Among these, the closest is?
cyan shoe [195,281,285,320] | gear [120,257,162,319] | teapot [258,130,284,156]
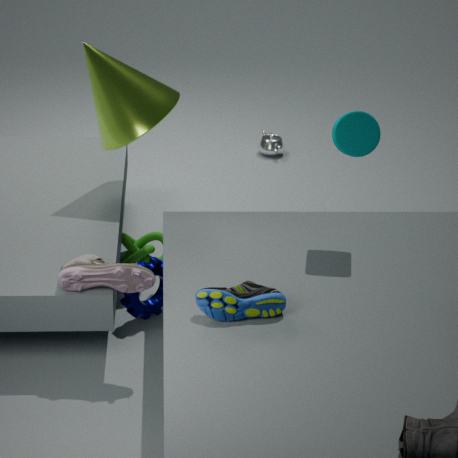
cyan shoe [195,281,285,320]
